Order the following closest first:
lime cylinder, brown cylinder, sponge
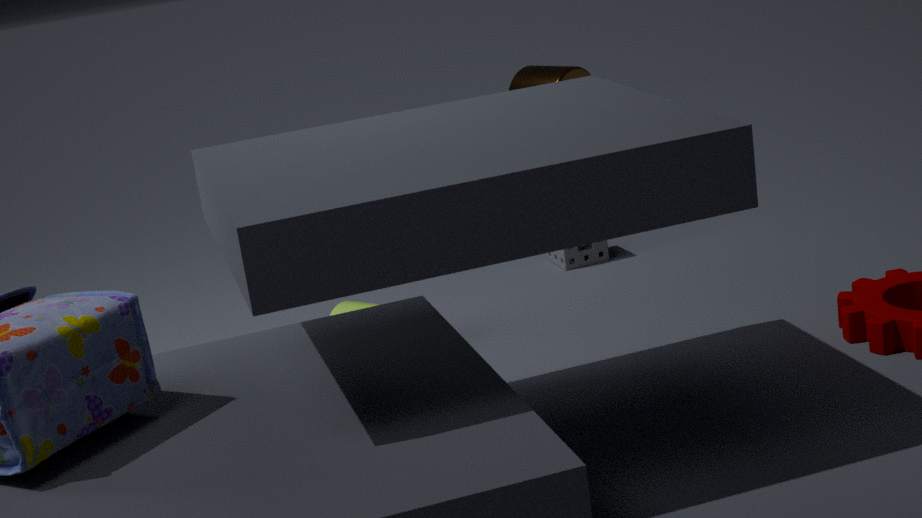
lime cylinder < sponge < brown cylinder
